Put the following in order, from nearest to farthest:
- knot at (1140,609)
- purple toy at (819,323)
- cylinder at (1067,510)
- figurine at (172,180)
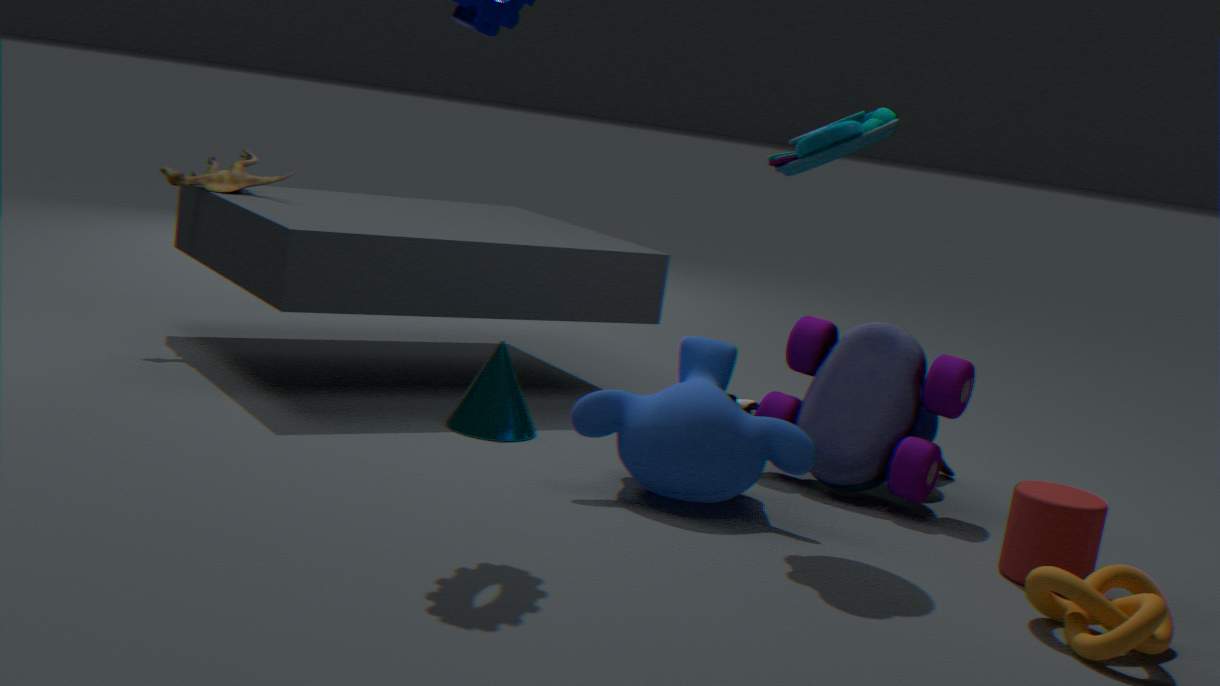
knot at (1140,609) → cylinder at (1067,510) → purple toy at (819,323) → figurine at (172,180)
